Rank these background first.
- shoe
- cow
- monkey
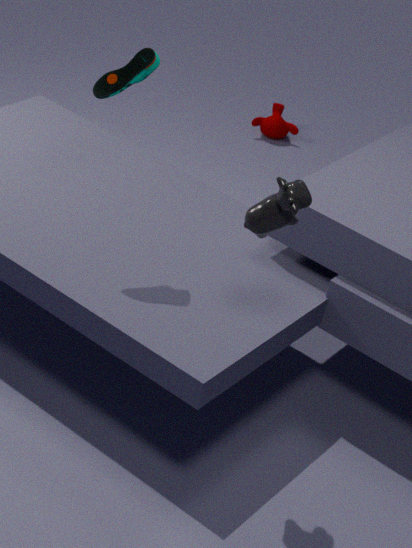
monkey < shoe < cow
